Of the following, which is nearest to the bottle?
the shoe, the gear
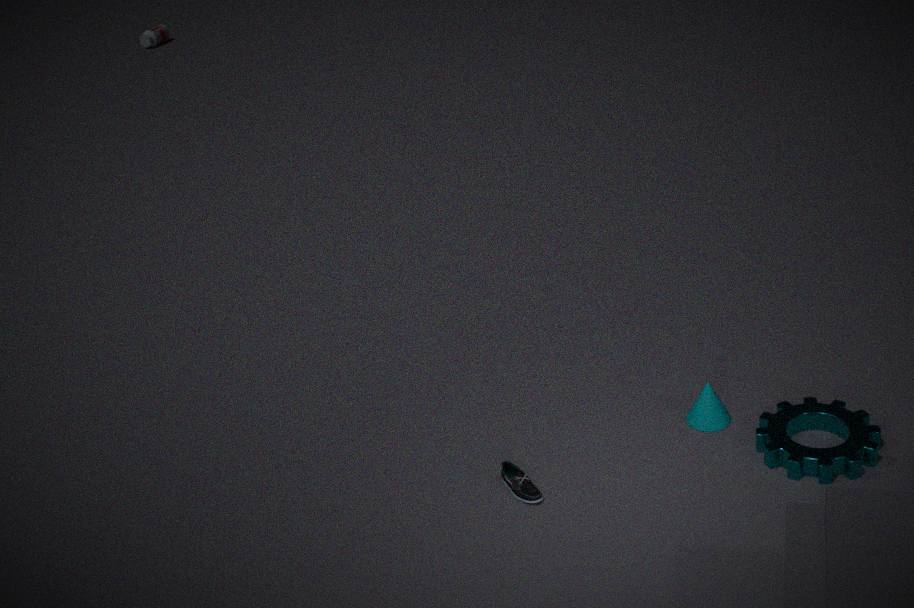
the shoe
